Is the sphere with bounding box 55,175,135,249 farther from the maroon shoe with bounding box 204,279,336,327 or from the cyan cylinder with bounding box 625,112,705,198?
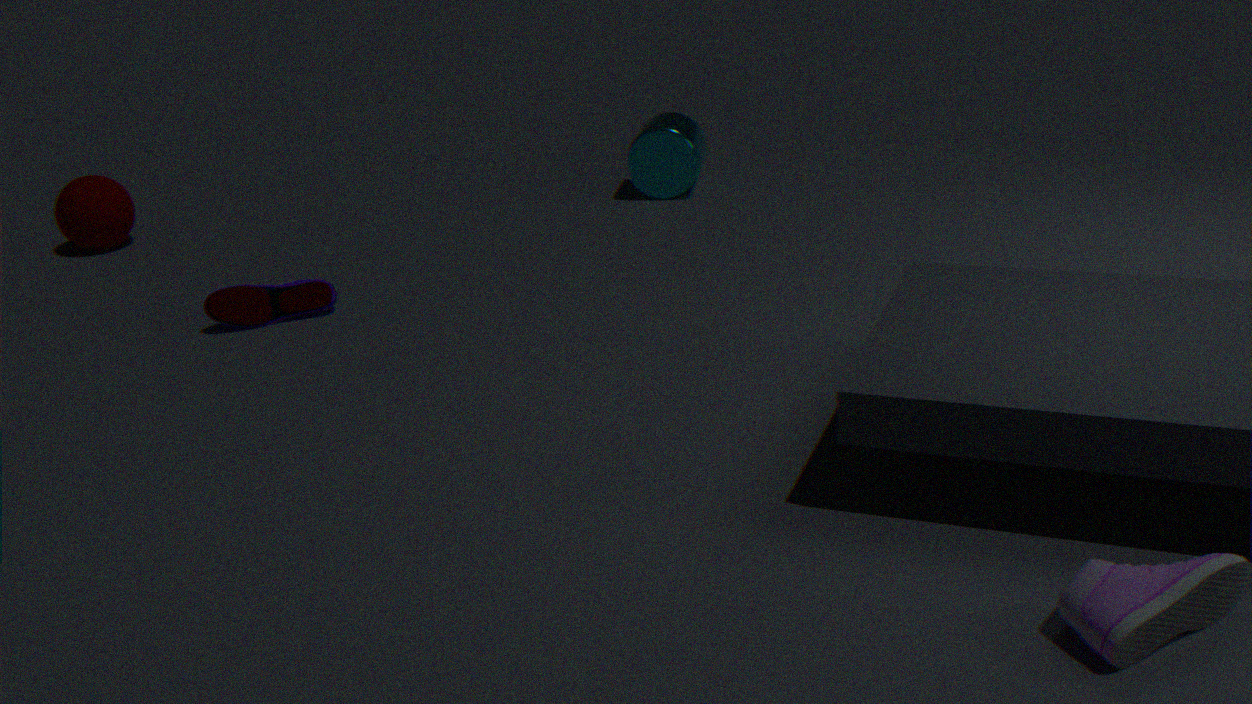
the cyan cylinder with bounding box 625,112,705,198
